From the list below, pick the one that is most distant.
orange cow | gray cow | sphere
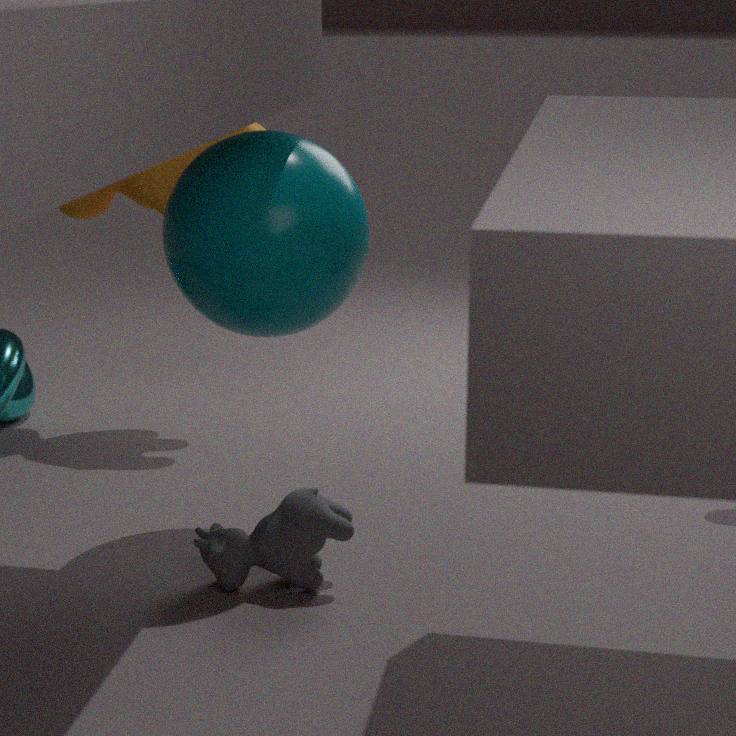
orange cow
